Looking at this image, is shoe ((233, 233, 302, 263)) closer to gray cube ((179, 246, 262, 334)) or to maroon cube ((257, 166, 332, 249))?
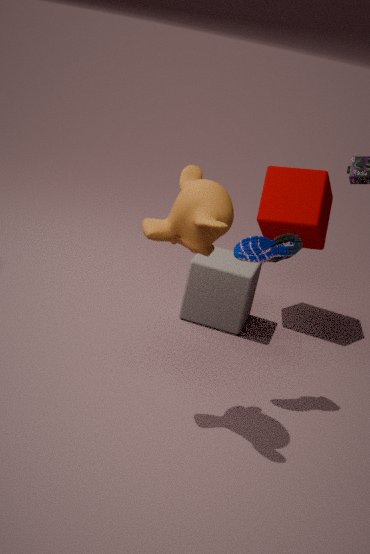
gray cube ((179, 246, 262, 334))
